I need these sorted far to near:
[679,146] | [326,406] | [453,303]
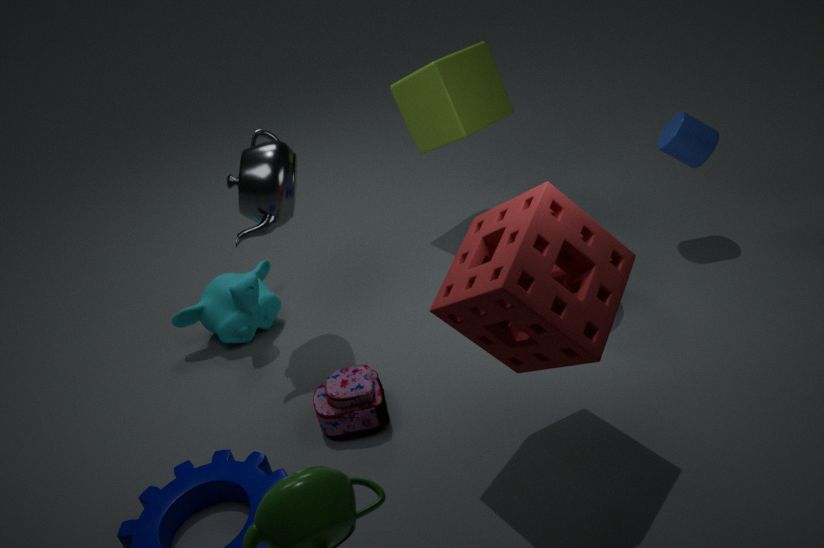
[679,146], [326,406], [453,303]
